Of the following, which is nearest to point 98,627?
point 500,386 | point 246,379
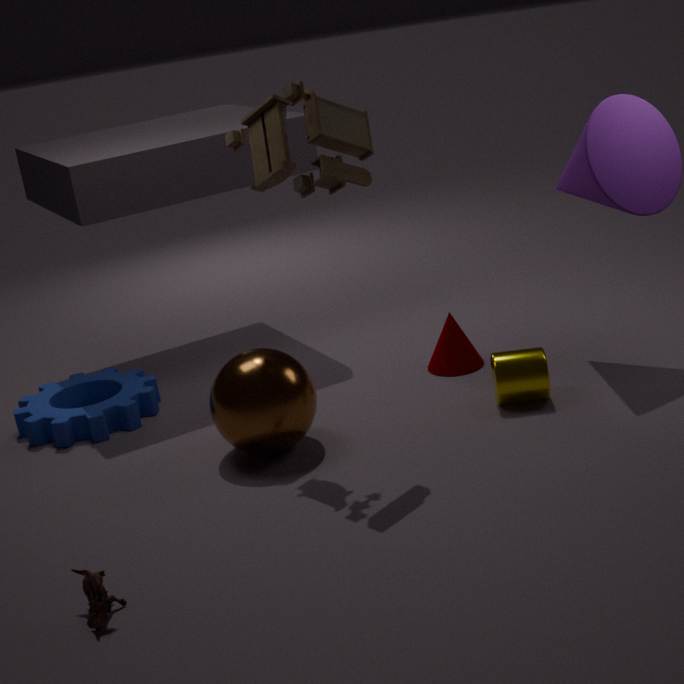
point 246,379
